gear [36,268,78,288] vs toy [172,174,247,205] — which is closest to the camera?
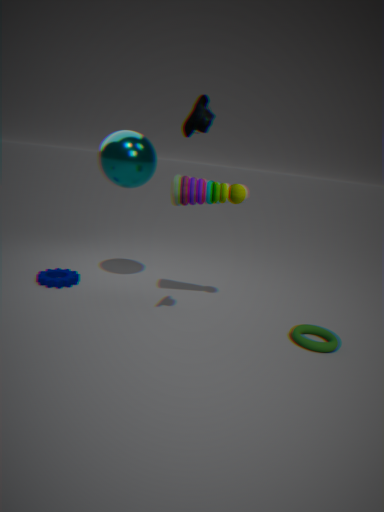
toy [172,174,247,205]
